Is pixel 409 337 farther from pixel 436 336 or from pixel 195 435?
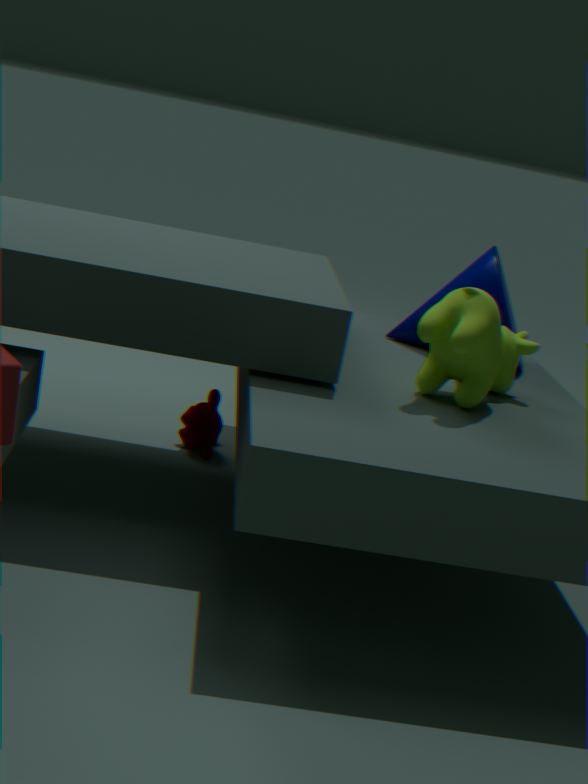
pixel 195 435
